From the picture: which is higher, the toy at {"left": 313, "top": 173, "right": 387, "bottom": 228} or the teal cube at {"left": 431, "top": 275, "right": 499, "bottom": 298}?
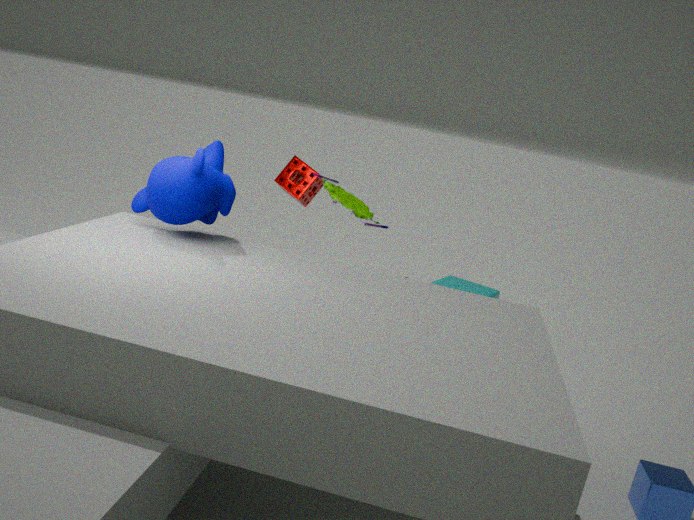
the toy at {"left": 313, "top": 173, "right": 387, "bottom": 228}
